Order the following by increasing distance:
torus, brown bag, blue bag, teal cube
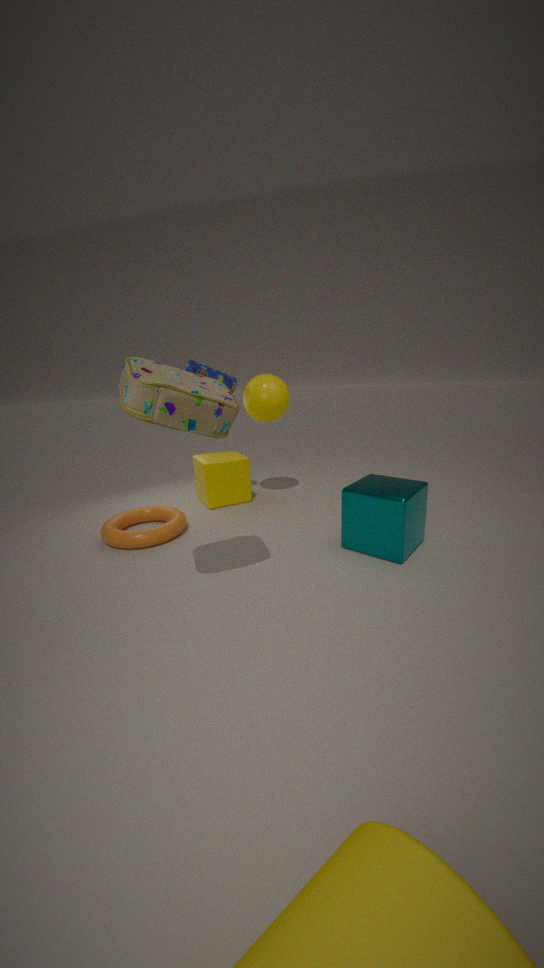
brown bag
teal cube
torus
blue bag
